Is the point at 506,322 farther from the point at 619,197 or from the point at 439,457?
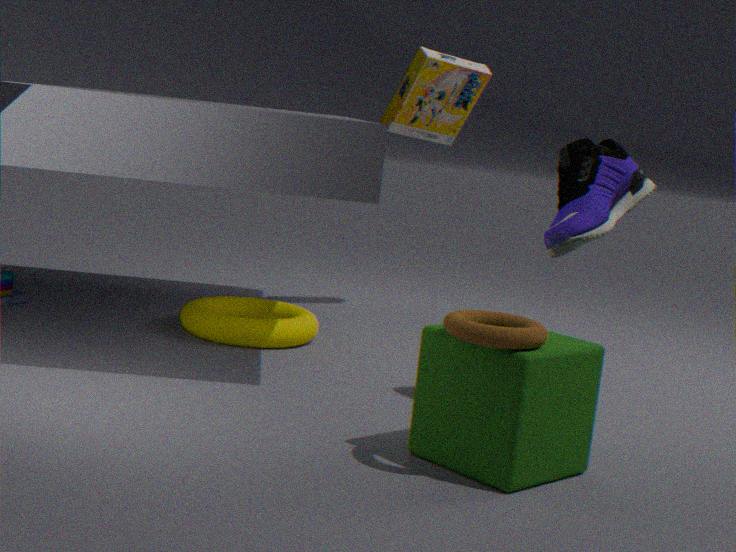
the point at 619,197
